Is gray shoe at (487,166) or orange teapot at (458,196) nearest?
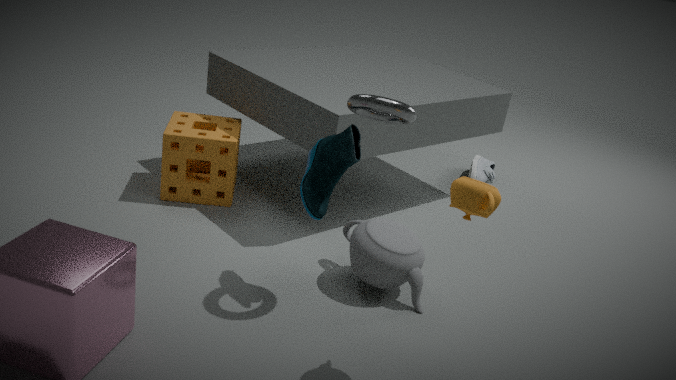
orange teapot at (458,196)
